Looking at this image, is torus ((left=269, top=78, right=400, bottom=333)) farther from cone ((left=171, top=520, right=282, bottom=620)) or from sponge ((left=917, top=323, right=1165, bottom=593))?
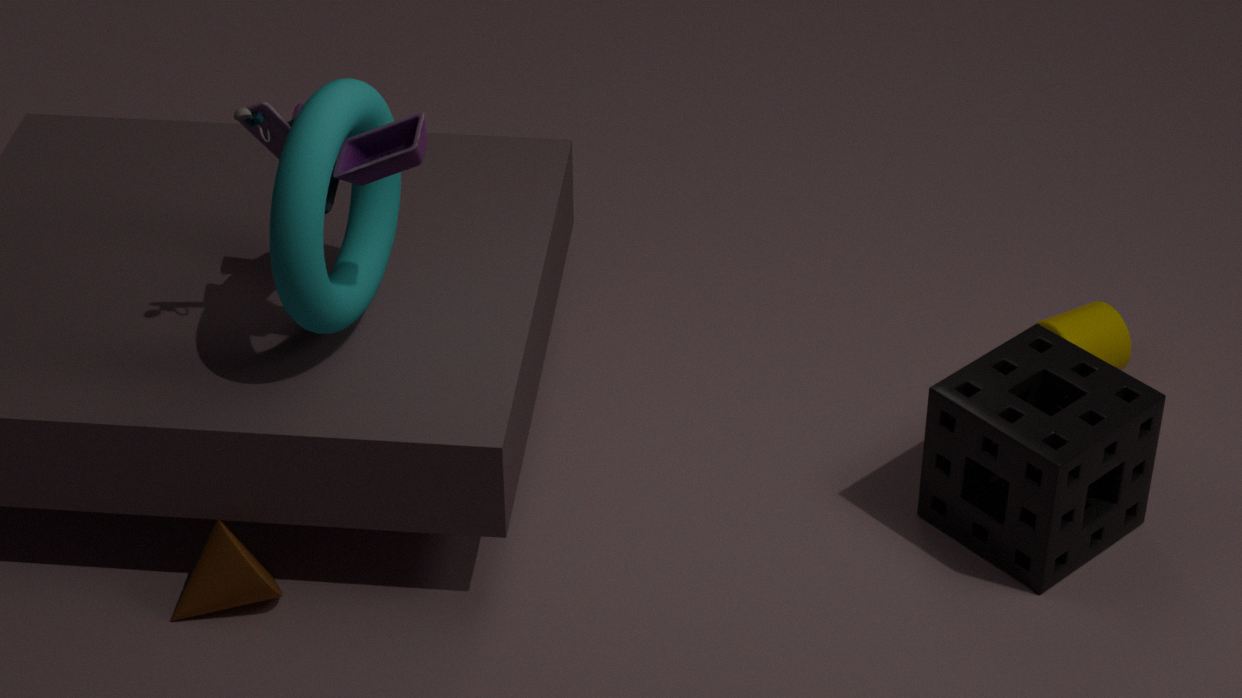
sponge ((left=917, top=323, right=1165, bottom=593))
